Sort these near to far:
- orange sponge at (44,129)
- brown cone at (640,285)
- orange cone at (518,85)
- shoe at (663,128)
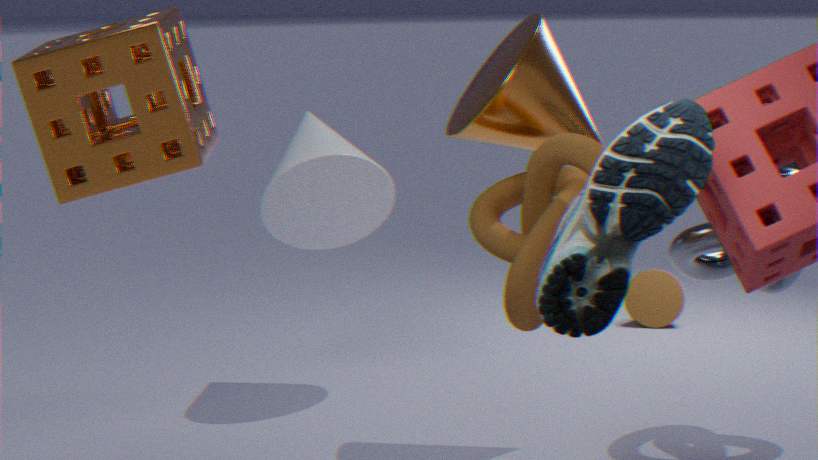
1. shoe at (663,128)
2. orange sponge at (44,129)
3. orange cone at (518,85)
4. brown cone at (640,285)
